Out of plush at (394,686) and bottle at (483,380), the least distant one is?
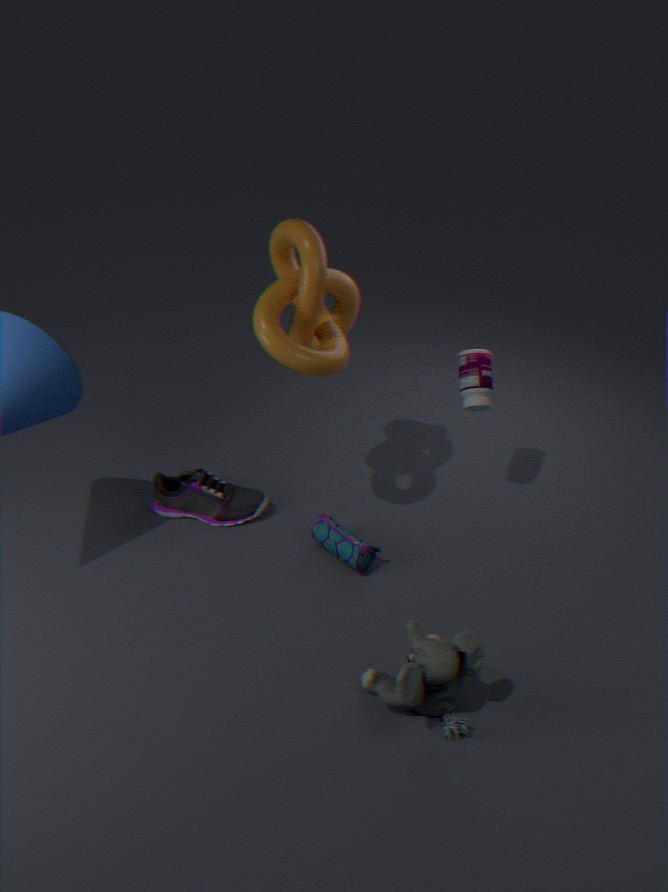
plush at (394,686)
